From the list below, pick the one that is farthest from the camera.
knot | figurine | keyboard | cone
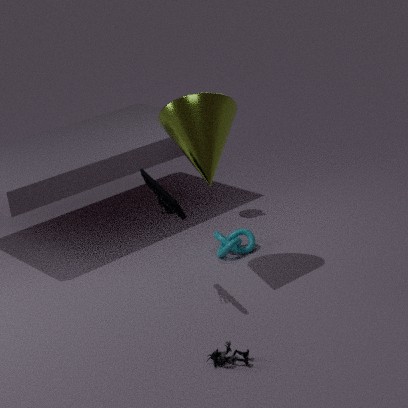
knot
